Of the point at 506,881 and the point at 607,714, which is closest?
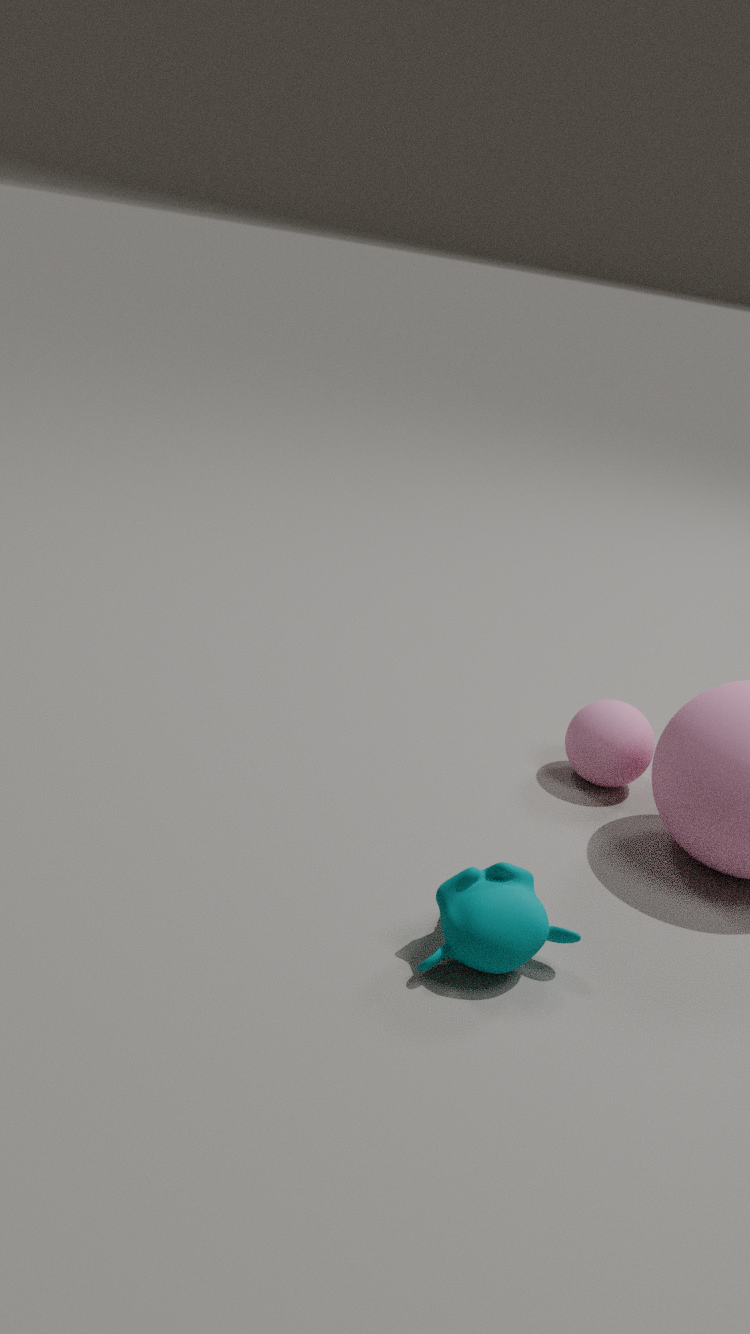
the point at 506,881
